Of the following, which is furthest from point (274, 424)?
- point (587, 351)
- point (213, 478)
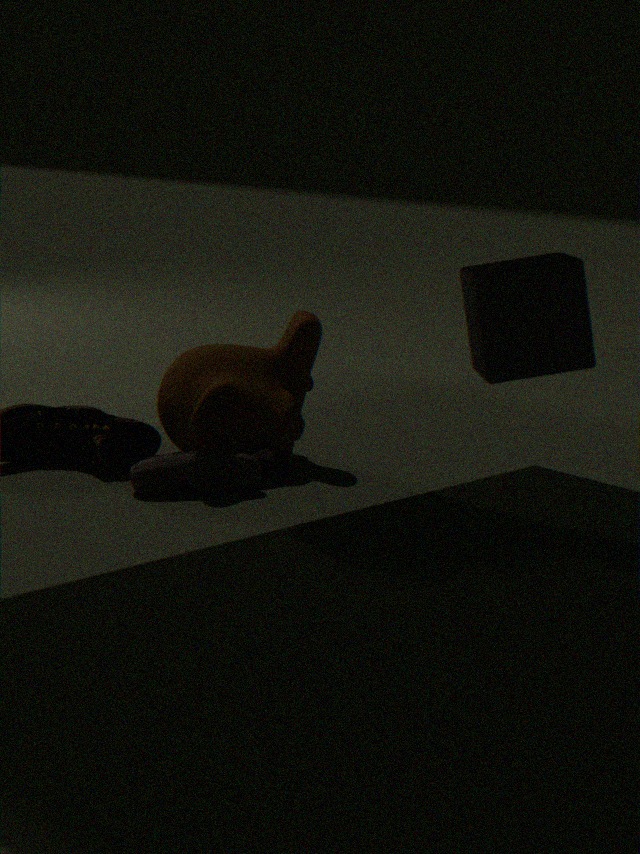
point (587, 351)
